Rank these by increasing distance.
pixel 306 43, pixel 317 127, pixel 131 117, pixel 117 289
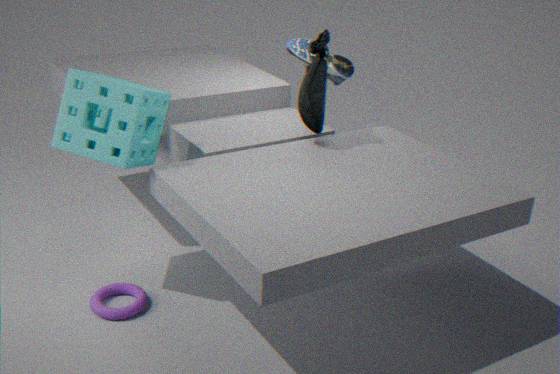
1. pixel 131 117
2. pixel 317 127
3. pixel 117 289
4. pixel 306 43
